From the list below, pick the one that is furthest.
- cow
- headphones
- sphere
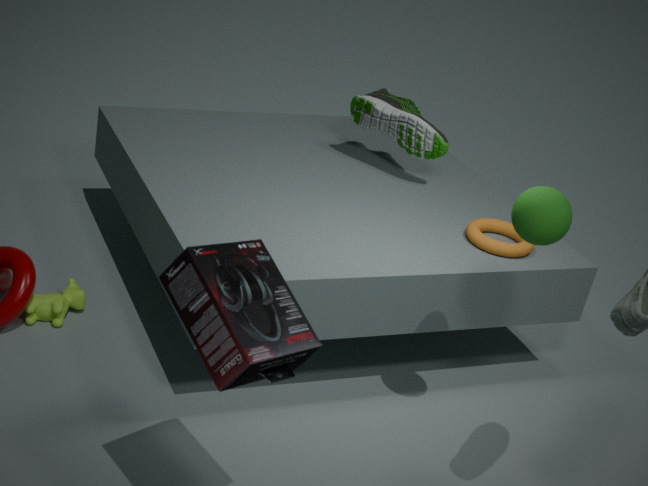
cow
